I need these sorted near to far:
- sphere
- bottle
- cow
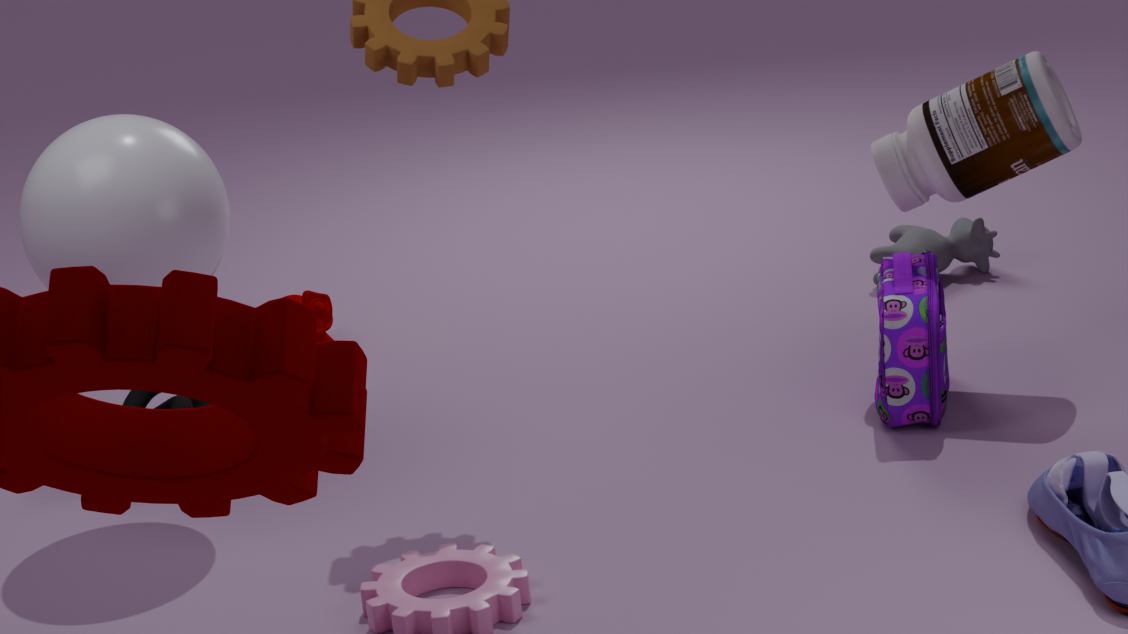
sphere → bottle → cow
